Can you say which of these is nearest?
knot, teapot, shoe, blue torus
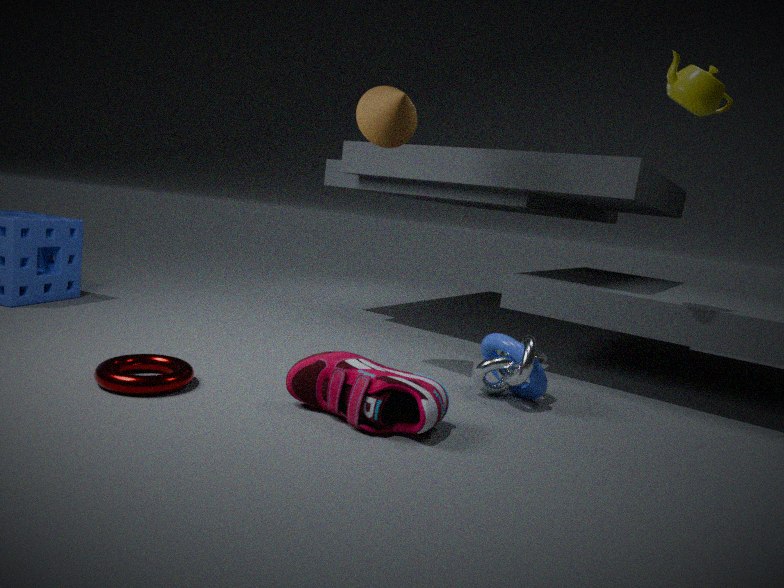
shoe
